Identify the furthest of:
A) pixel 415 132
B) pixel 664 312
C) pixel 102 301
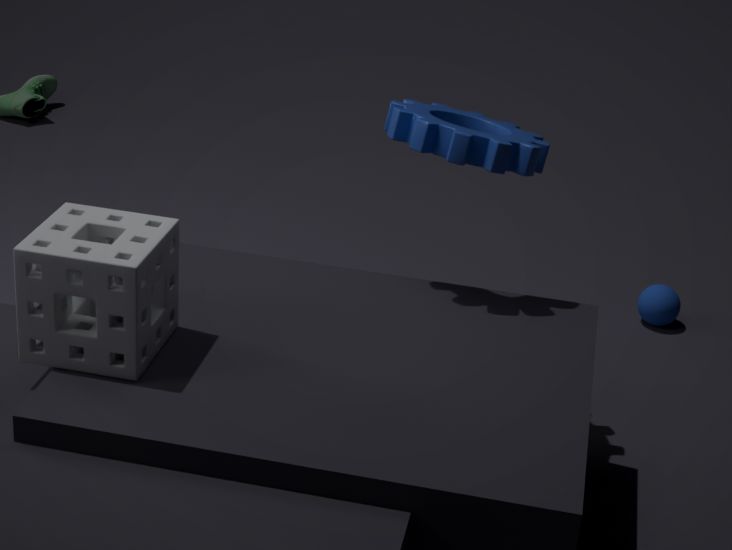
pixel 664 312
